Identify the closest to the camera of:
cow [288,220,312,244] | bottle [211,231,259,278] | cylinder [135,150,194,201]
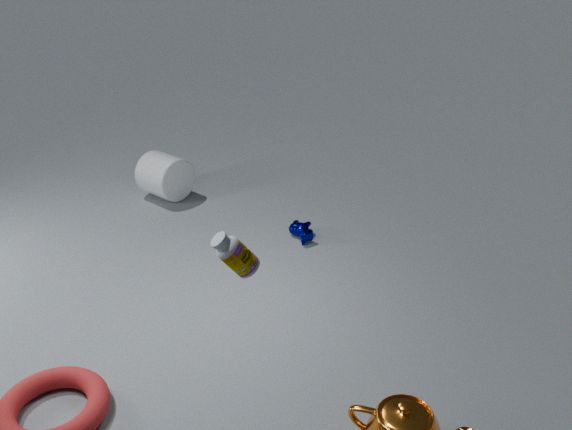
bottle [211,231,259,278]
